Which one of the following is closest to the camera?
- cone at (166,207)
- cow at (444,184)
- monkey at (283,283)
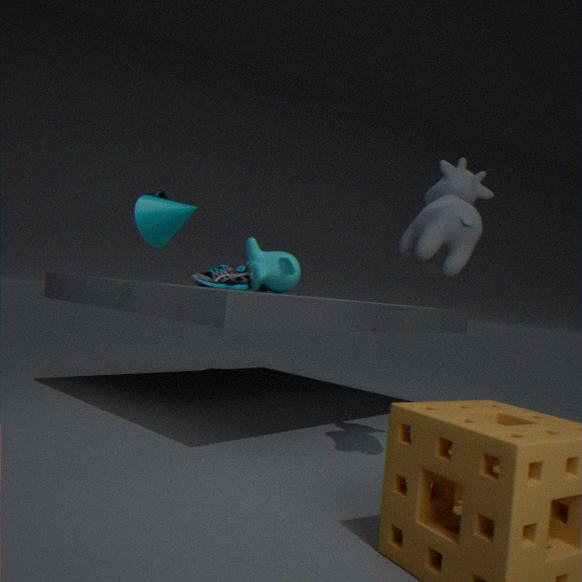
cow at (444,184)
